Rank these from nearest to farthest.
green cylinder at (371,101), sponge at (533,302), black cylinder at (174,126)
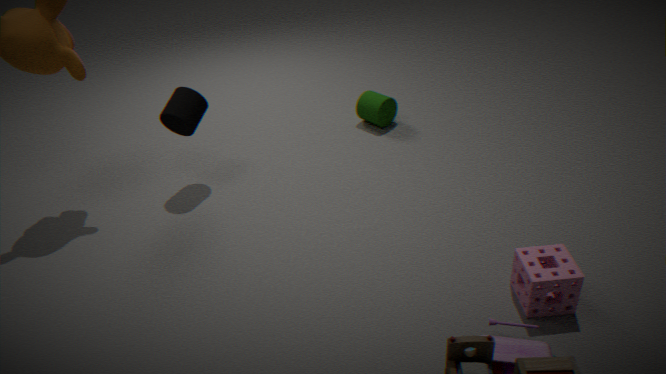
sponge at (533,302)
black cylinder at (174,126)
green cylinder at (371,101)
